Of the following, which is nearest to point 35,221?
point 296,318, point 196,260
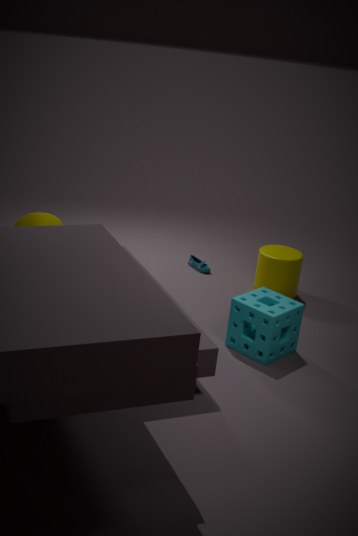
point 196,260
